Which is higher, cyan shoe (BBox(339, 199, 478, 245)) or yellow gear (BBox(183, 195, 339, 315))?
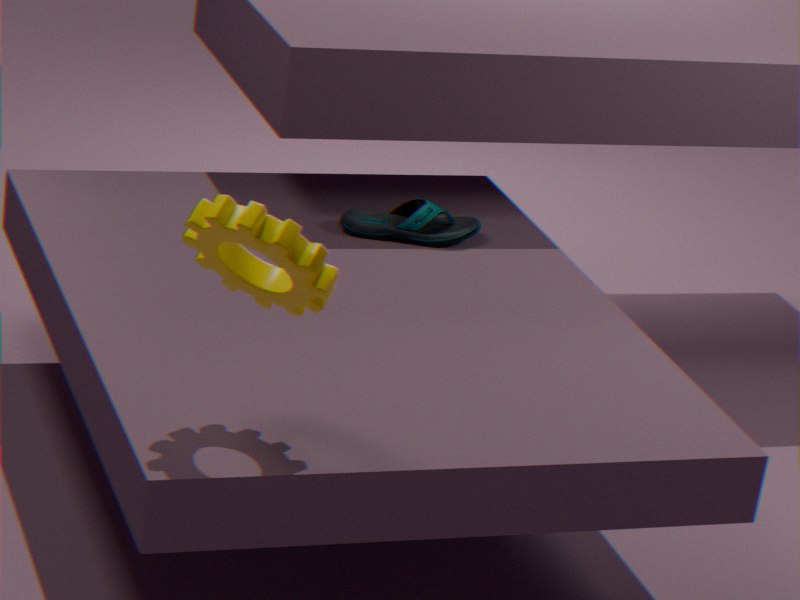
yellow gear (BBox(183, 195, 339, 315))
